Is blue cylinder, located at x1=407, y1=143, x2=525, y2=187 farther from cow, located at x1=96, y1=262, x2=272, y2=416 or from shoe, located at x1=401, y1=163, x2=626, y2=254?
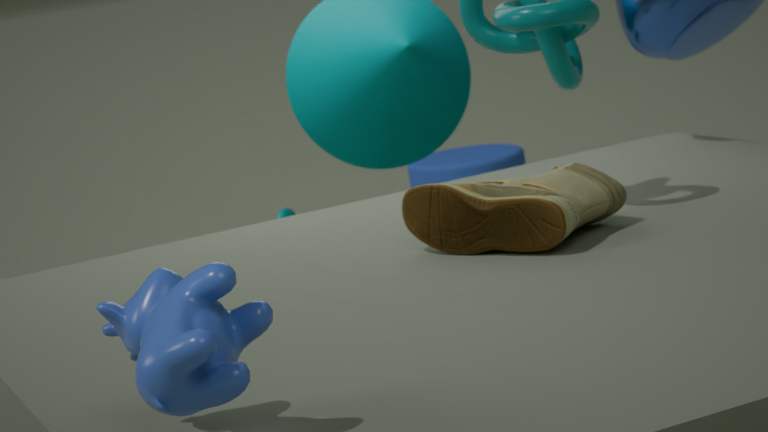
cow, located at x1=96, y1=262, x2=272, y2=416
